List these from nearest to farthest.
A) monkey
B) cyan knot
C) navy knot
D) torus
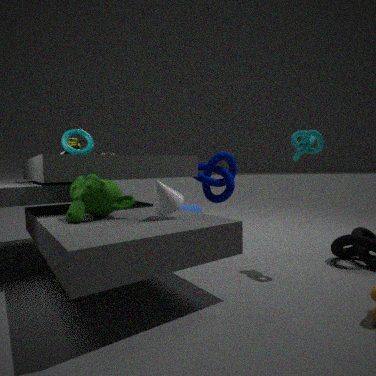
monkey < cyan knot < torus < navy knot
